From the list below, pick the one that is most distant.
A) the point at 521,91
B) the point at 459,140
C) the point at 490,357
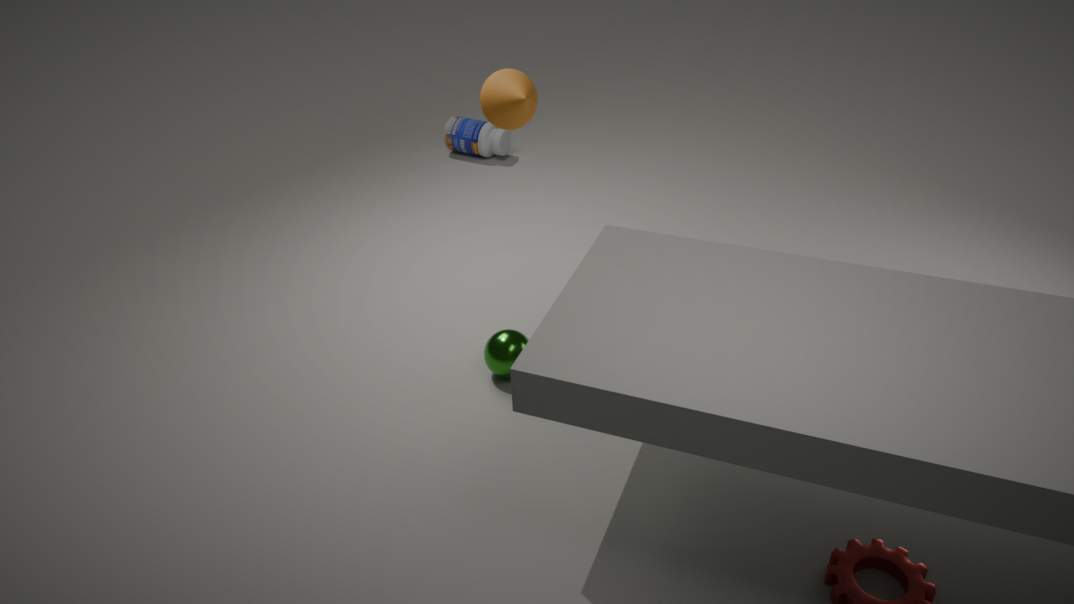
the point at 459,140
